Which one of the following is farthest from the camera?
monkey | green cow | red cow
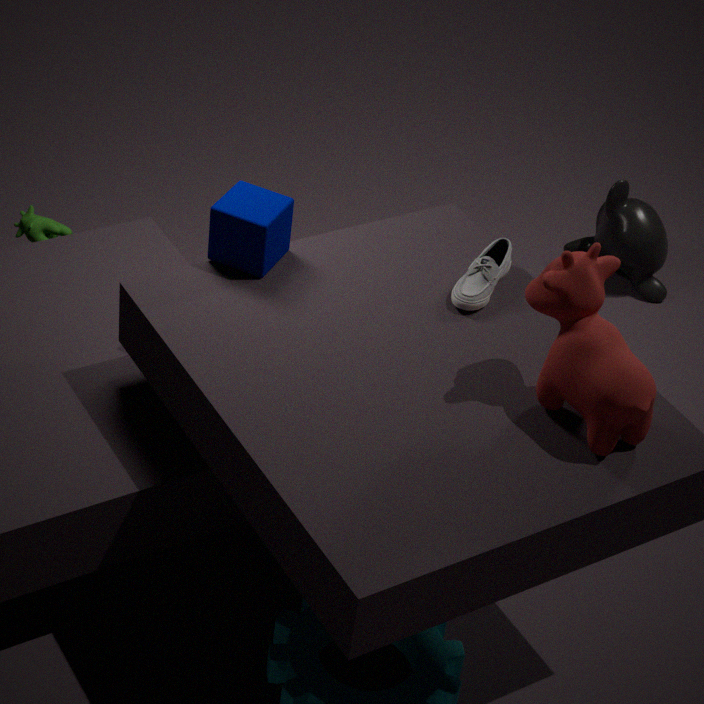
monkey
